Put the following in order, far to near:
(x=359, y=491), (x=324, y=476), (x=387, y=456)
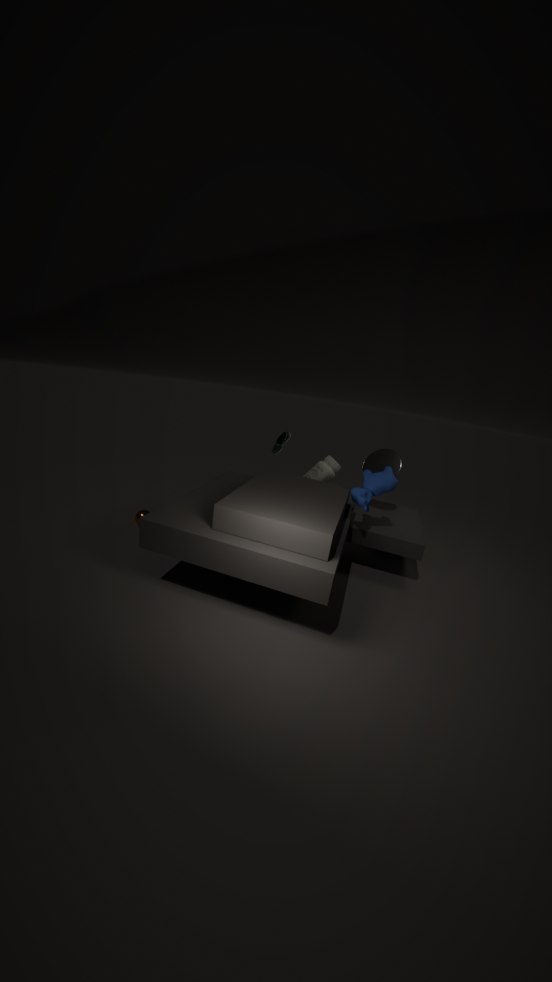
1. (x=324, y=476)
2. (x=387, y=456)
3. (x=359, y=491)
